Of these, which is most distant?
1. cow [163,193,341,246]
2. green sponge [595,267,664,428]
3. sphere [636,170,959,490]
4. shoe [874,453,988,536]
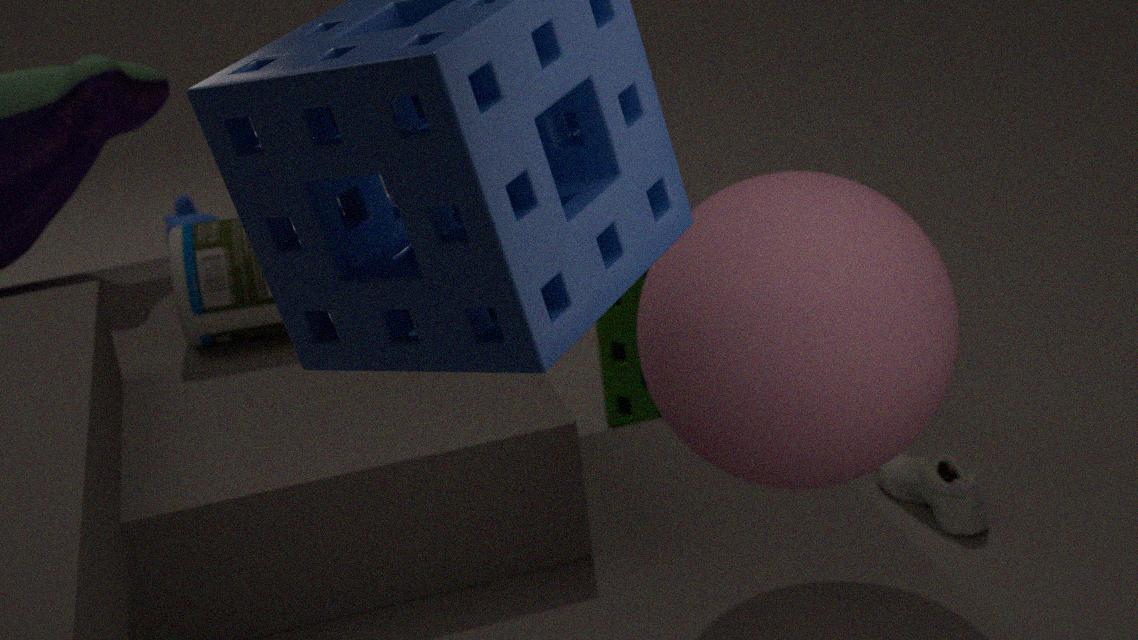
cow [163,193,341,246]
